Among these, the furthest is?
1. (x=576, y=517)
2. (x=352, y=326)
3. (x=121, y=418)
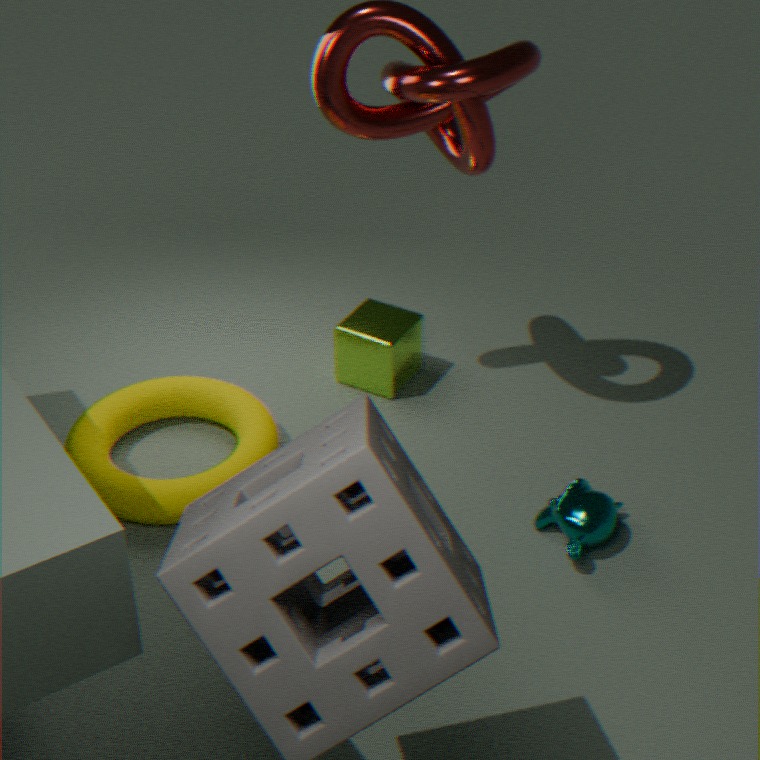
(x=352, y=326)
